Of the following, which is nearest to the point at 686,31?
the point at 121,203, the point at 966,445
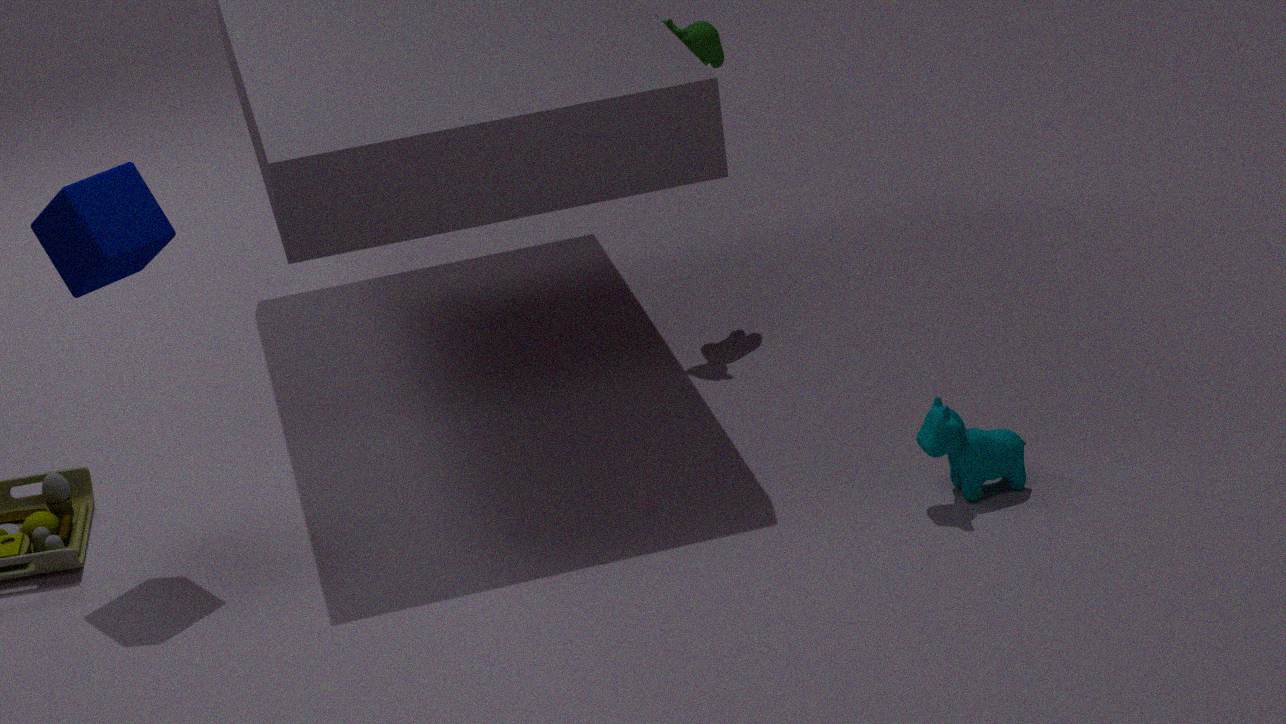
the point at 966,445
